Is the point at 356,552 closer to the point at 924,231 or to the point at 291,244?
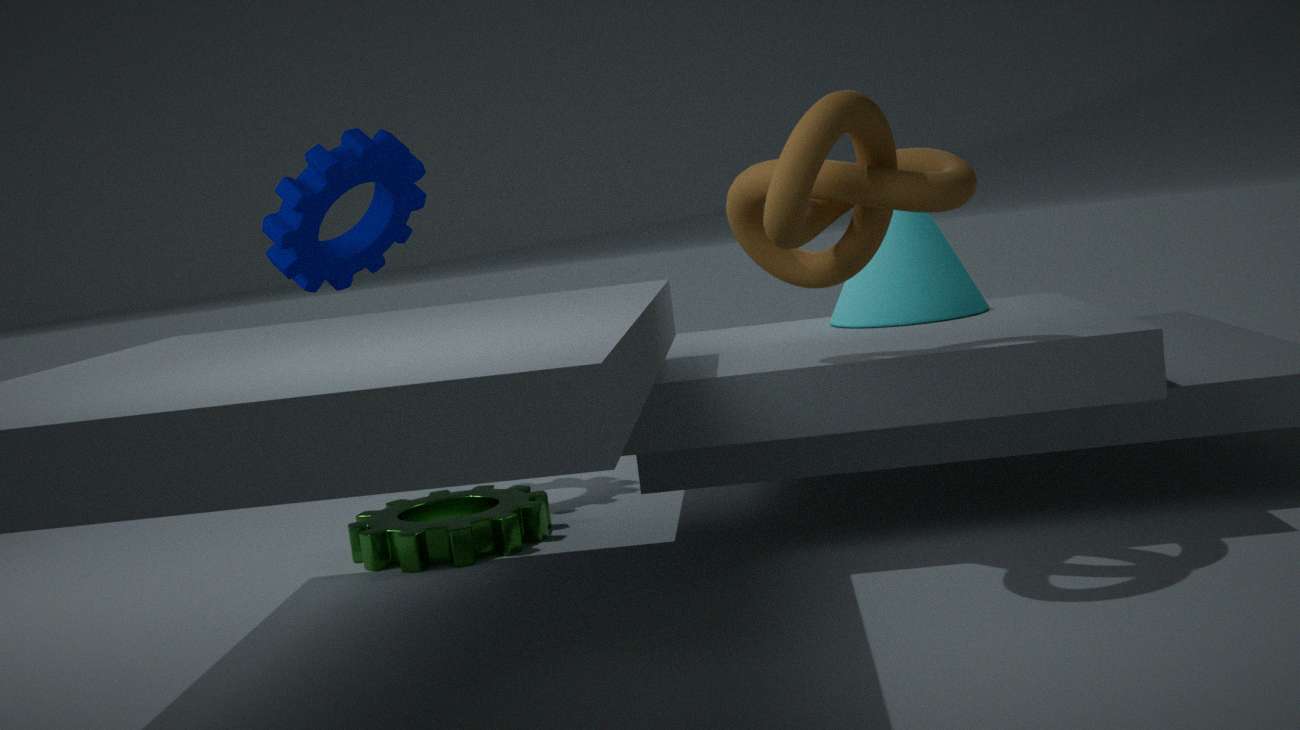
the point at 291,244
